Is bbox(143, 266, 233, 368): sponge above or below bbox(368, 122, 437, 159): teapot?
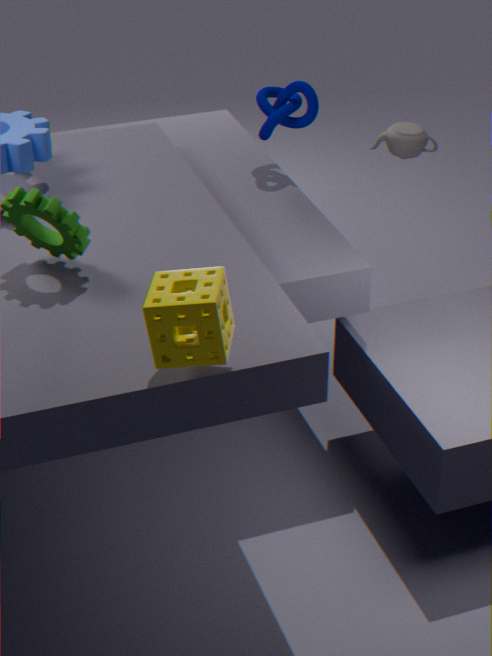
above
